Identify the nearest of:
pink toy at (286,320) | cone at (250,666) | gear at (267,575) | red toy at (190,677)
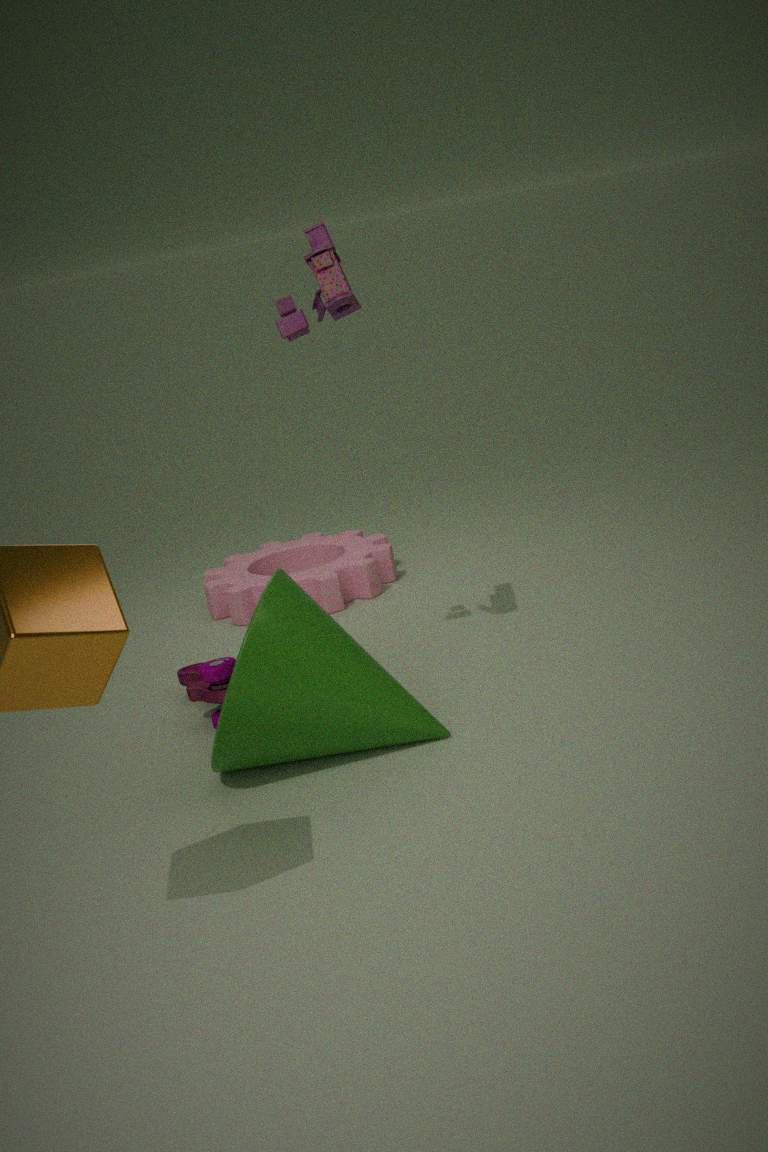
cone at (250,666)
